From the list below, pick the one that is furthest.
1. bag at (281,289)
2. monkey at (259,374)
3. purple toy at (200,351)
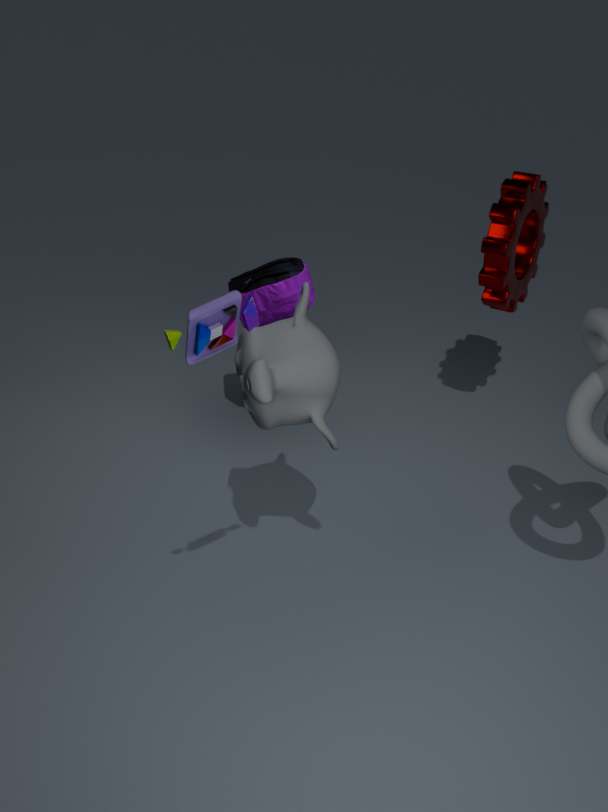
bag at (281,289)
